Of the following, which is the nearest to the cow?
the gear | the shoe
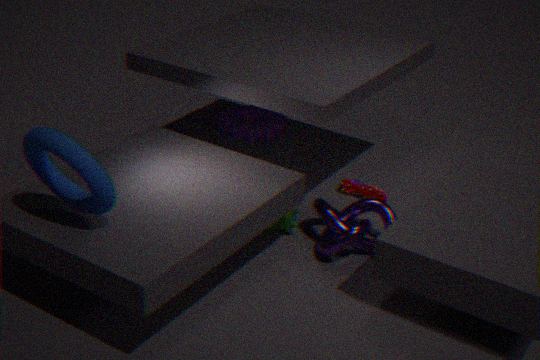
A: the shoe
